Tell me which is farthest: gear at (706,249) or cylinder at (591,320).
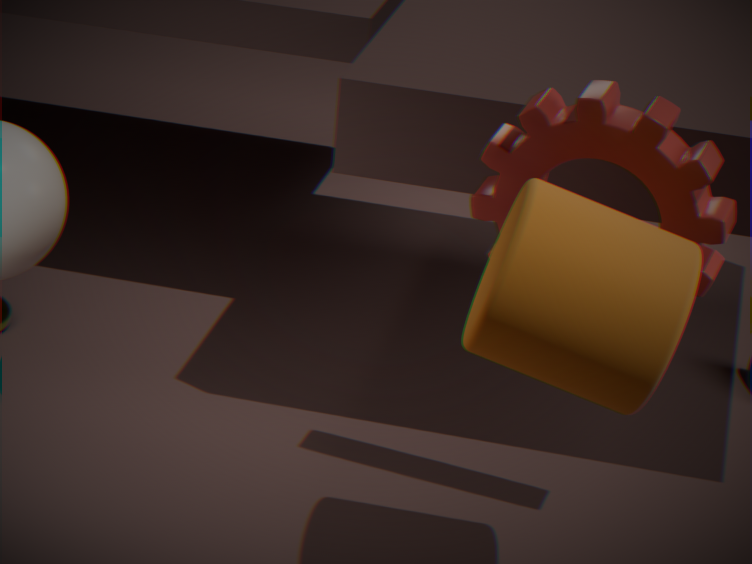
gear at (706,249)
